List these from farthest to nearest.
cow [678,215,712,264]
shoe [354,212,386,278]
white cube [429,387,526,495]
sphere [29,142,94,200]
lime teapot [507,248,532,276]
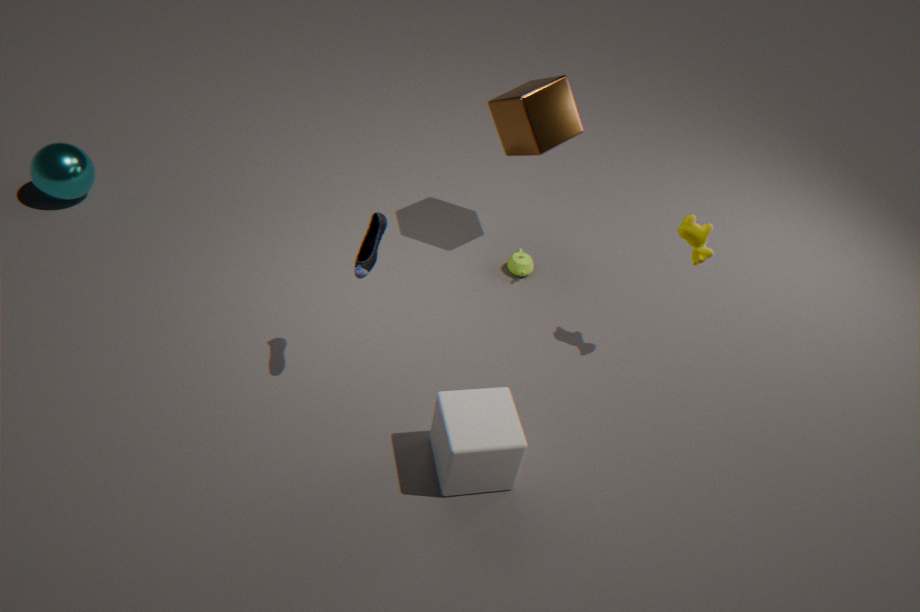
lime teapot [507,248,532,276] → sphere [29,142,94,200] → cow [678,215,712,264] → shoe [354,212,386,278] → white cube [429,387,526,495]
